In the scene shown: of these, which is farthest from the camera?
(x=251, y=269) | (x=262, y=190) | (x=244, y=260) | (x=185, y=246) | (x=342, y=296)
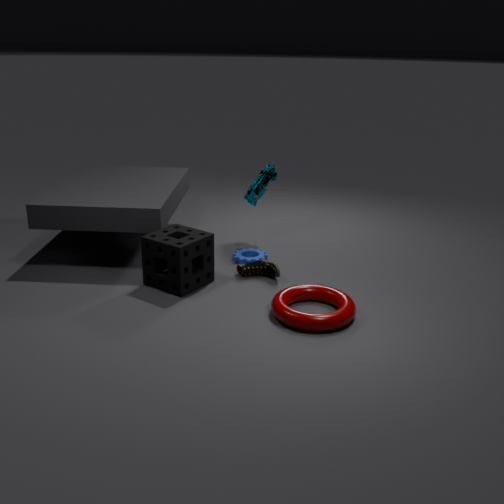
(x=262, y=190)
